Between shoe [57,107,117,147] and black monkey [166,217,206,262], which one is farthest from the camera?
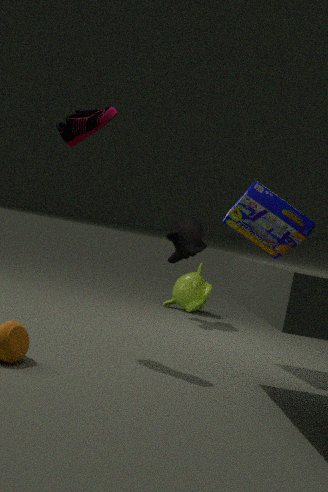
black monkey [166,217,206,262]
